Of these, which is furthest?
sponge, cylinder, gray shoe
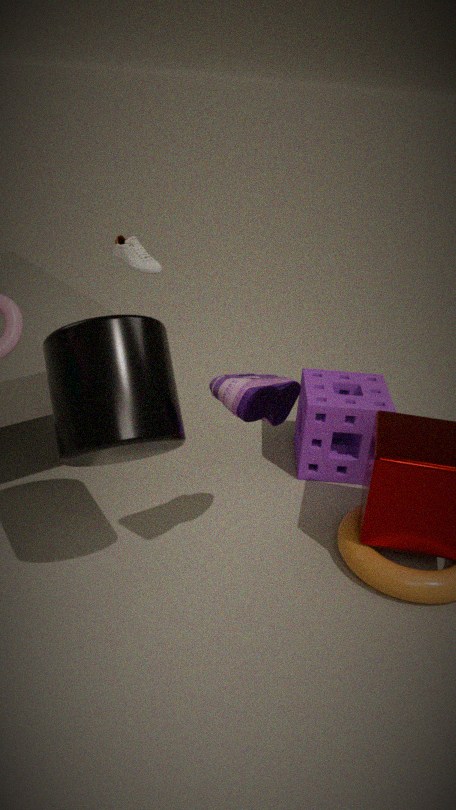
sponge
